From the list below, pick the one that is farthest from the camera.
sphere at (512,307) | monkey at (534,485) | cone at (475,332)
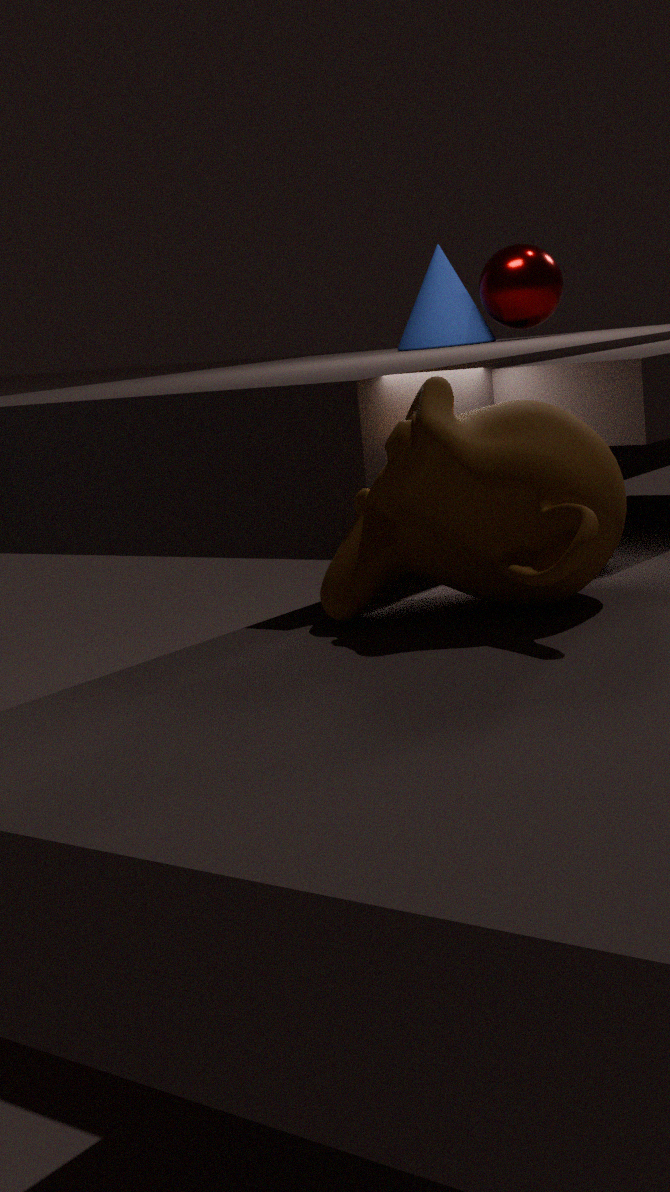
cone at (475,332)
